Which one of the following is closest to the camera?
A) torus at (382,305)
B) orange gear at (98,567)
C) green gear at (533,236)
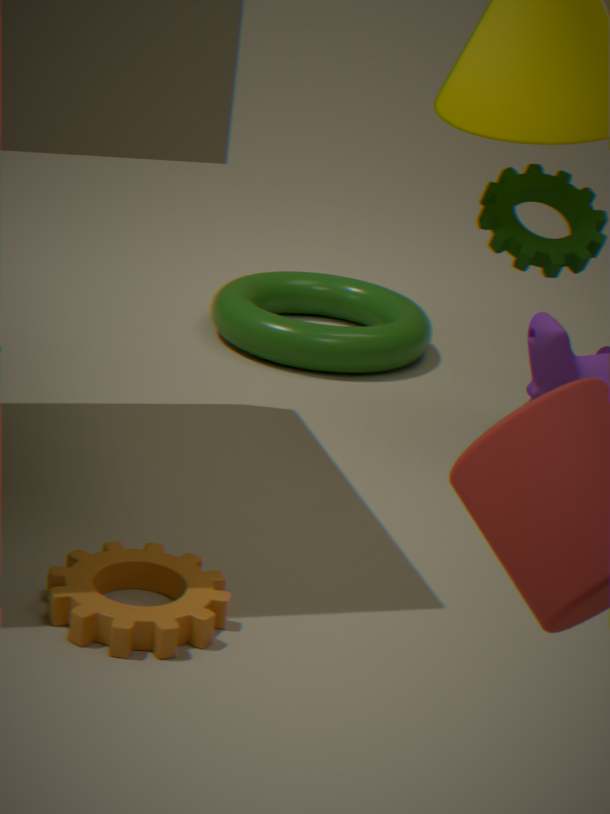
orange gear at (98,567)
